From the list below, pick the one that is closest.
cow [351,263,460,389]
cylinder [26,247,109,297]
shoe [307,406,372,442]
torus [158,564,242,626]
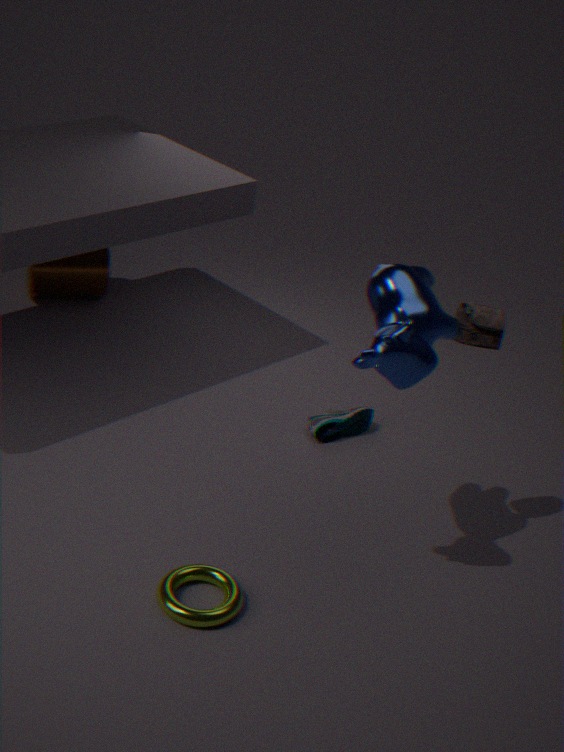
cow [351,263,460,389]
